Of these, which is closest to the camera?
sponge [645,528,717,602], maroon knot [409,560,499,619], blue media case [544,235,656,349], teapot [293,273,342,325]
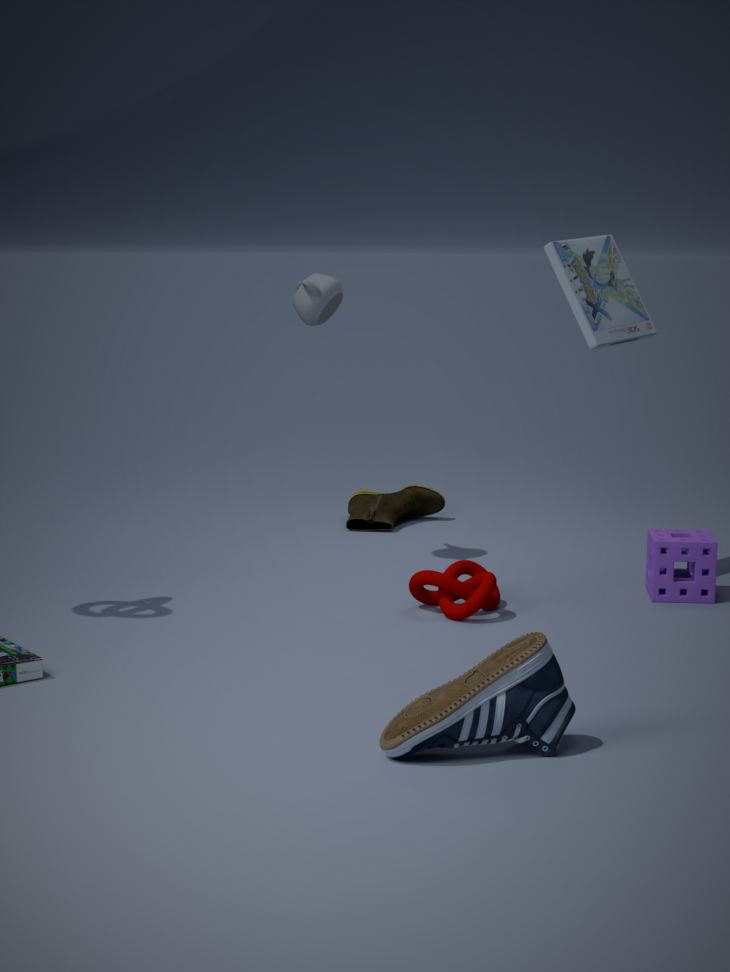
maroon knot [409,560,499,619]
